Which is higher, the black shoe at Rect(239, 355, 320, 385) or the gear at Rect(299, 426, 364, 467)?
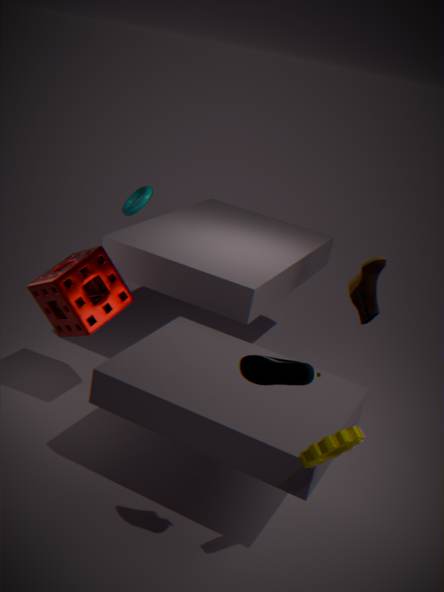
the black shoe at Rect(239, 355, 320, 385)
